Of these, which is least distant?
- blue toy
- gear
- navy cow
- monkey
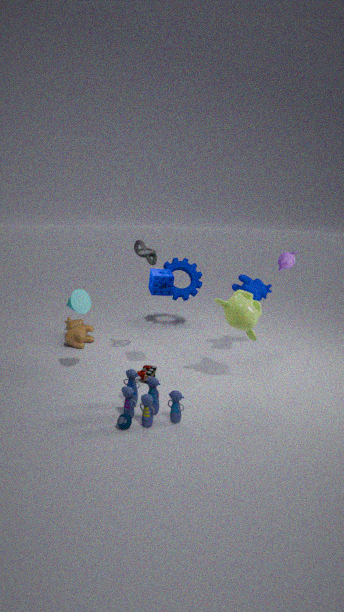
blue toy
